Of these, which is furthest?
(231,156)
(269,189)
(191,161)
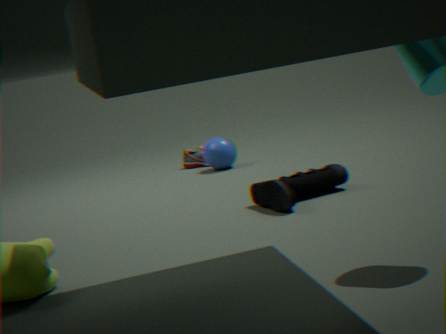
(191,161)
